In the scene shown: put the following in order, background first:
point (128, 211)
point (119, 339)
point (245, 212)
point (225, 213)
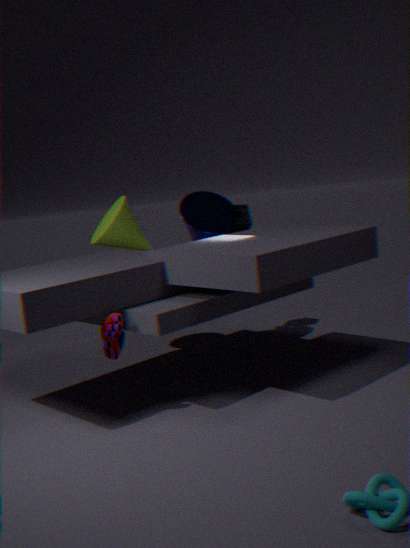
point (245, 212), point (225, 213), point (128, 211), point (119, 339)
